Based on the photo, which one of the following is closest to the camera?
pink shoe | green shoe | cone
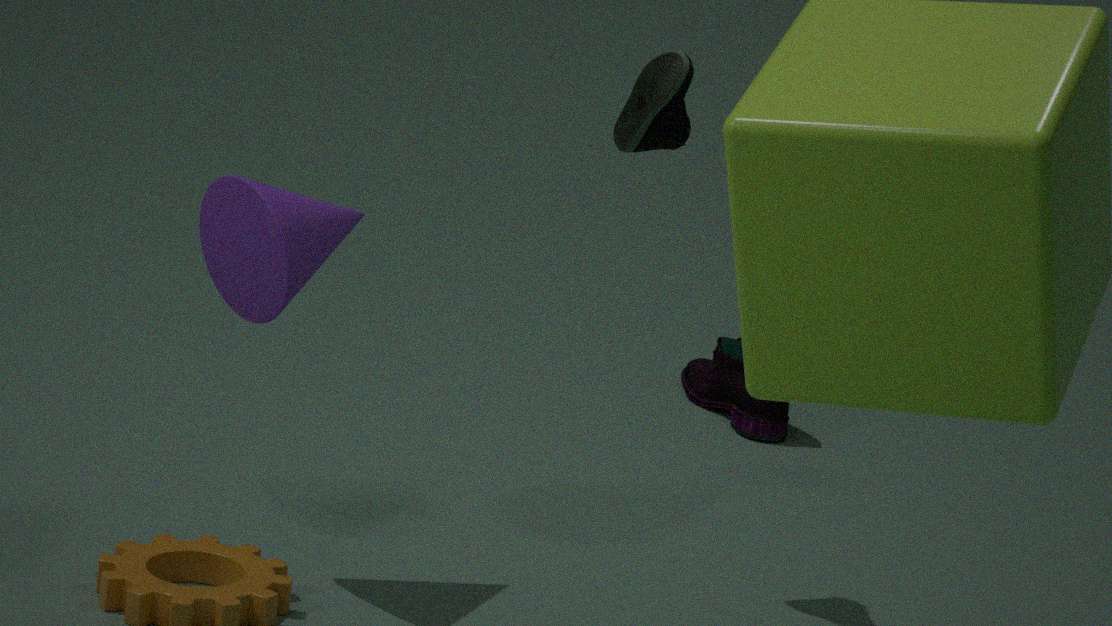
cone
